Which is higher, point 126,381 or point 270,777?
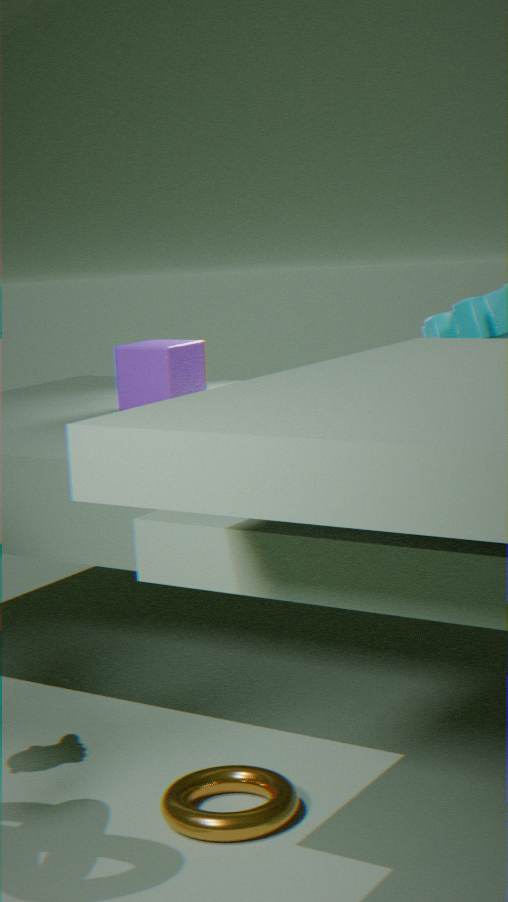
point 126,381
